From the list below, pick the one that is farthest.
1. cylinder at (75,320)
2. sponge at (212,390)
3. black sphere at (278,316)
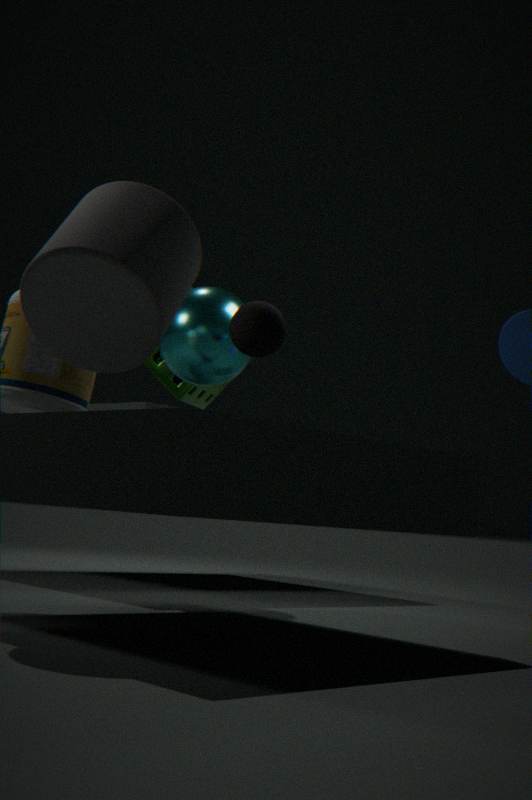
sponge at (212,390)
